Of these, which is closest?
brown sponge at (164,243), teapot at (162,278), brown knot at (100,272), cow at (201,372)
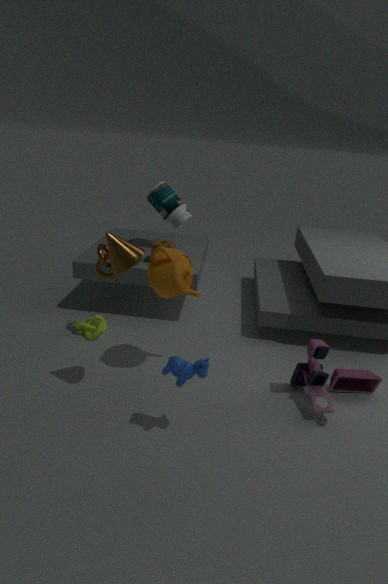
cow at (201,372)
